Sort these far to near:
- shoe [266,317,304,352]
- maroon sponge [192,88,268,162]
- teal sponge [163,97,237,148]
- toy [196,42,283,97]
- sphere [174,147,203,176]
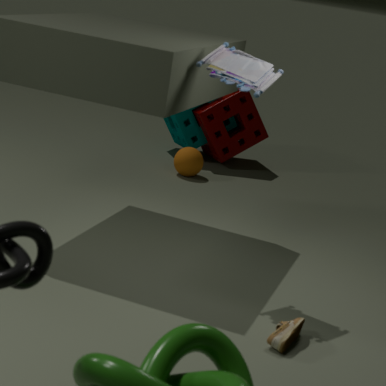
teal sponge [163,97,237,148]
maroon sponge [192,88,268,162]
sphere [174,147,203,176]
toy [196,42,283,97]
shoe [266,317,304,352]
